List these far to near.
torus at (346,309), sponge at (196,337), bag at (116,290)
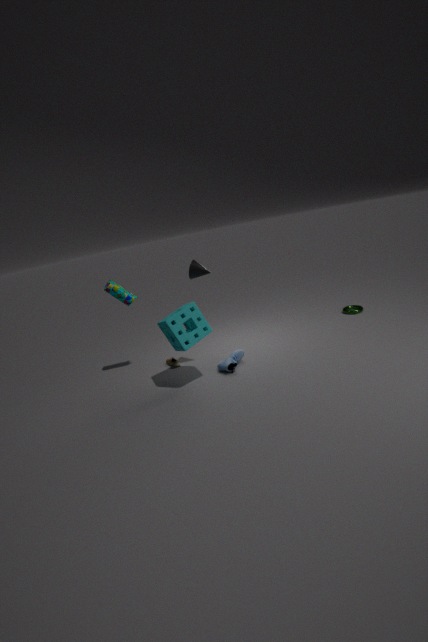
torus at (346,309)
bag at (116,290)
sponge at (196,337)
